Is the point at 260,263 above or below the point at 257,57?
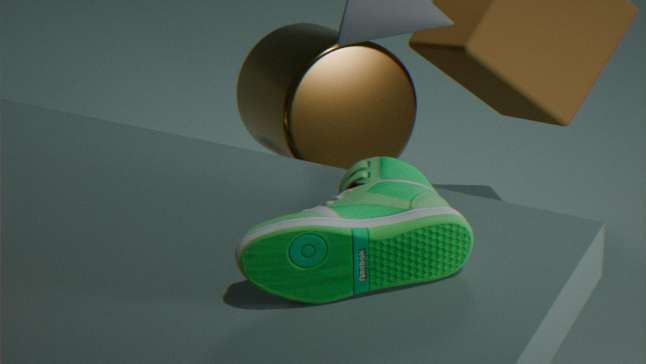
above
